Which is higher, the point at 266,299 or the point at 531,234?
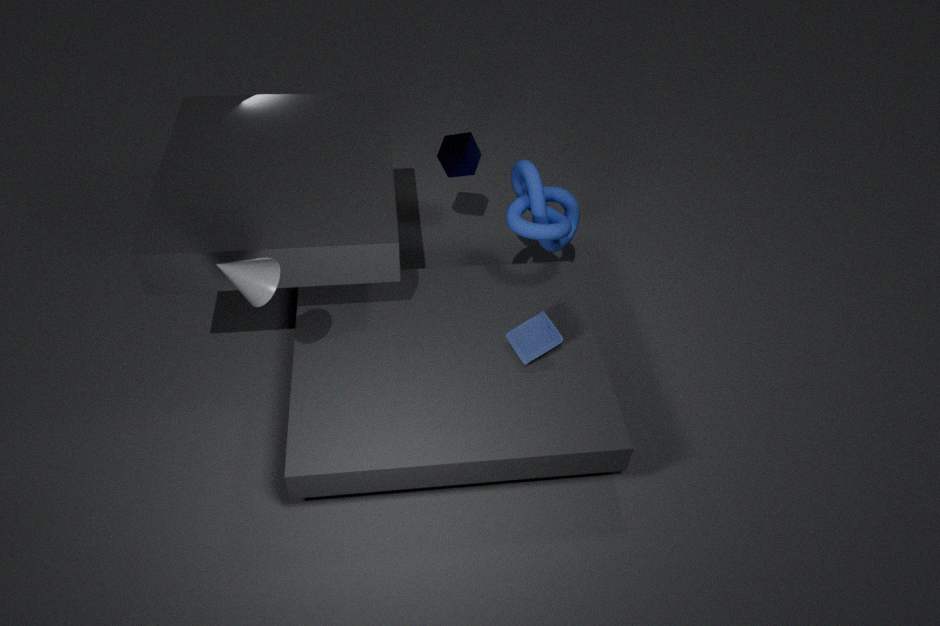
the point at 266,299
